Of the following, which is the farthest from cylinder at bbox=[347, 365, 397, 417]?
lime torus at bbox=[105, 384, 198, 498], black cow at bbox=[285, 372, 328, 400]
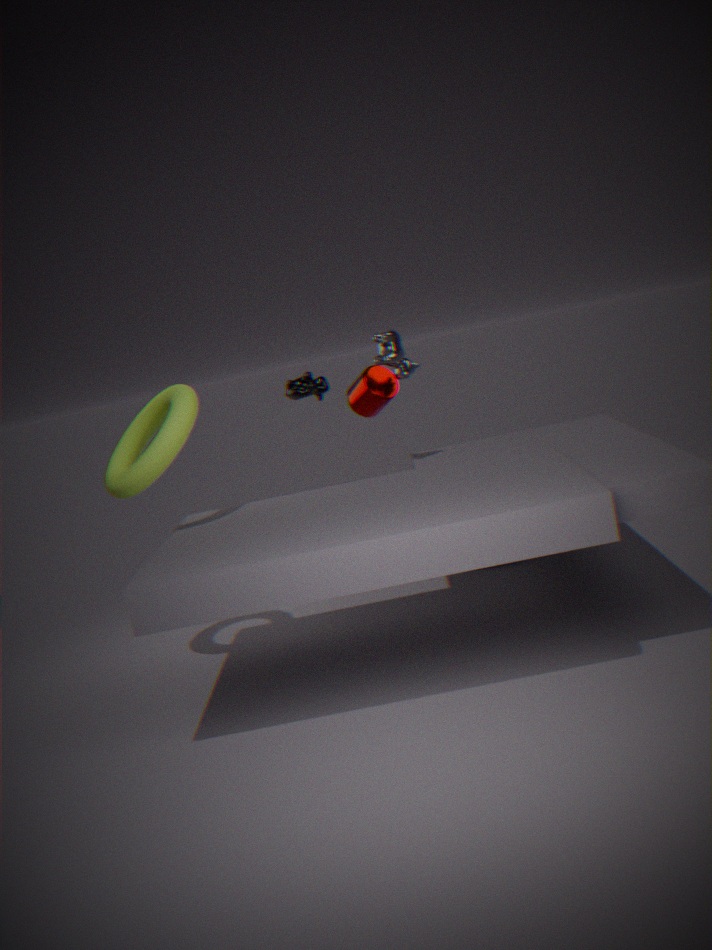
lime torus at bbox=[105, 384, 198, 498]
